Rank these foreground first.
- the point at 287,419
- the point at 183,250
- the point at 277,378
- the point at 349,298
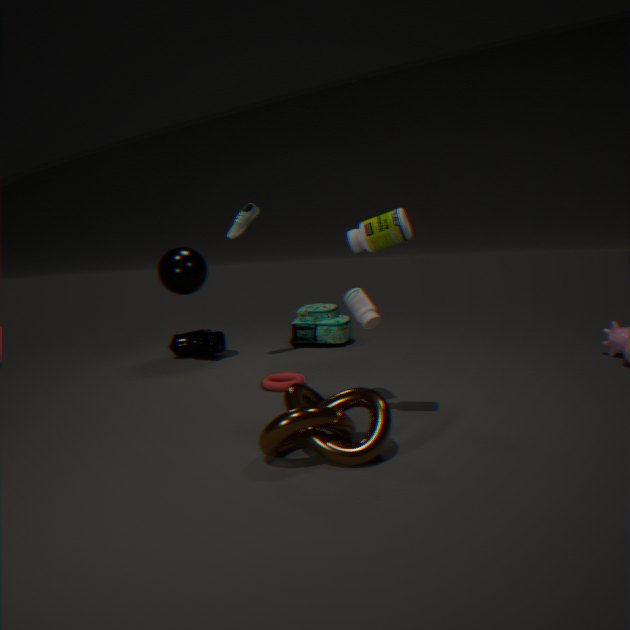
the point at 287,419
the point at 349,298
the point at 277,378
the point at 183,250
